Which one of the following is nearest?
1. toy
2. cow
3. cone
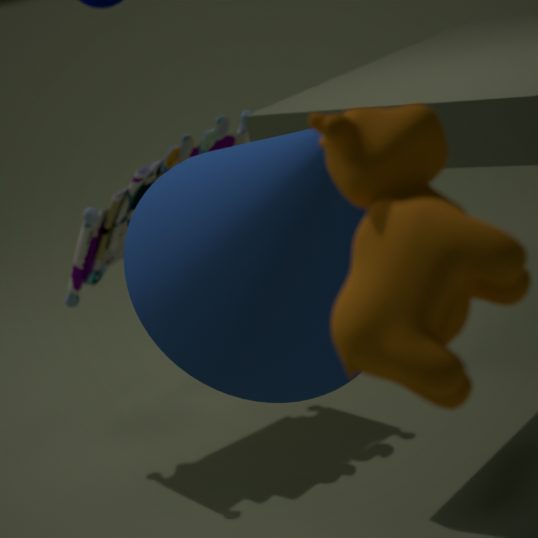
cow
